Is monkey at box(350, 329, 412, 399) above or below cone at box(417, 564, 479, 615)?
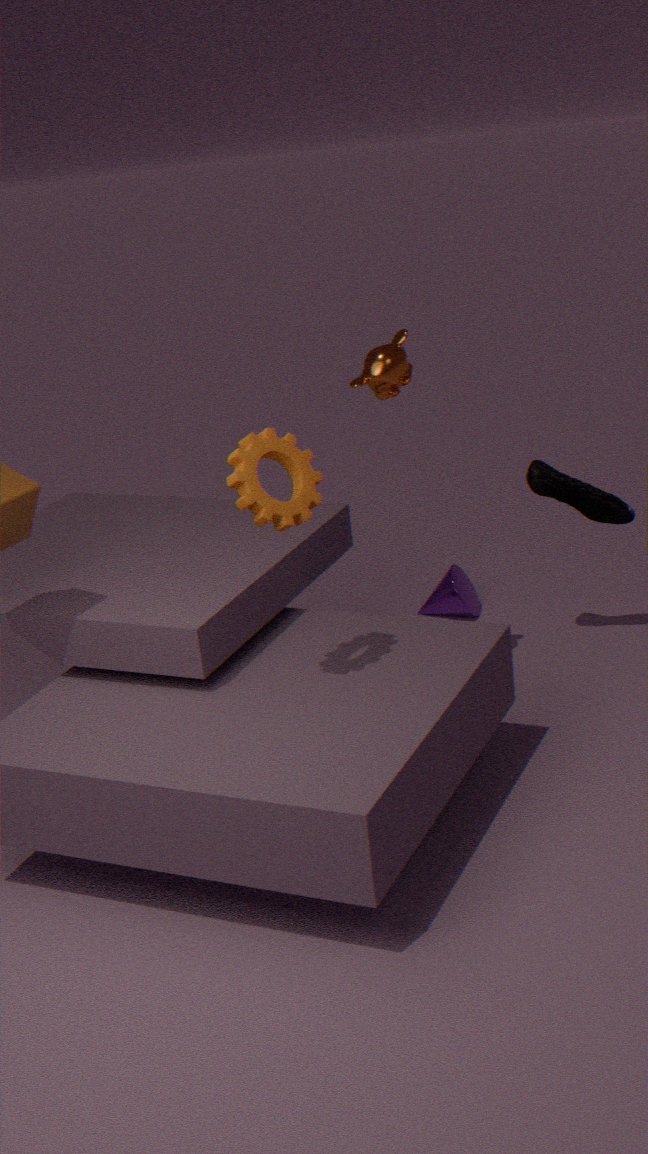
above
